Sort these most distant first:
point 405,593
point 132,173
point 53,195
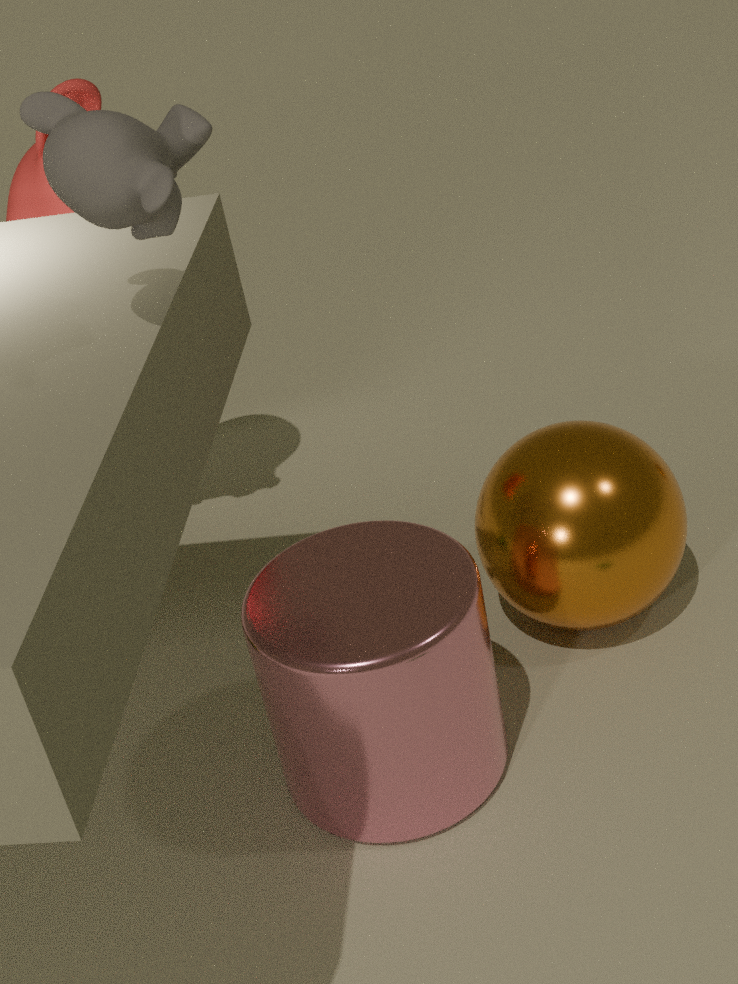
point 53,195 → point 405,593 → point 132,173
